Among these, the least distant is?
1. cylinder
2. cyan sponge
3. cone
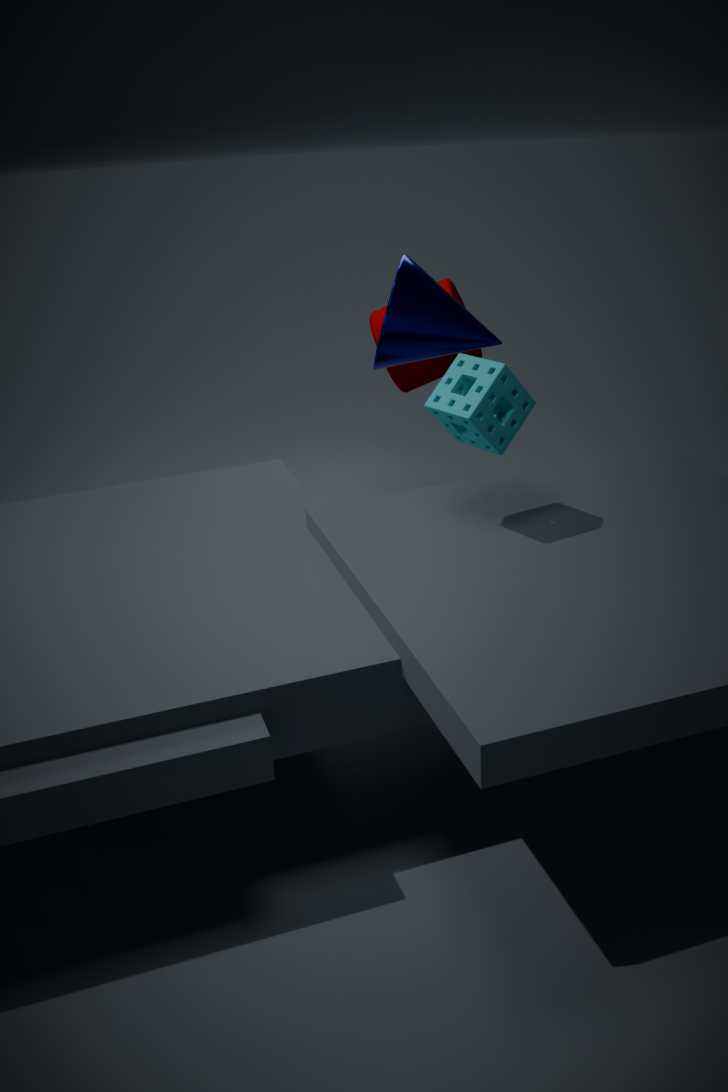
cyan sponge
